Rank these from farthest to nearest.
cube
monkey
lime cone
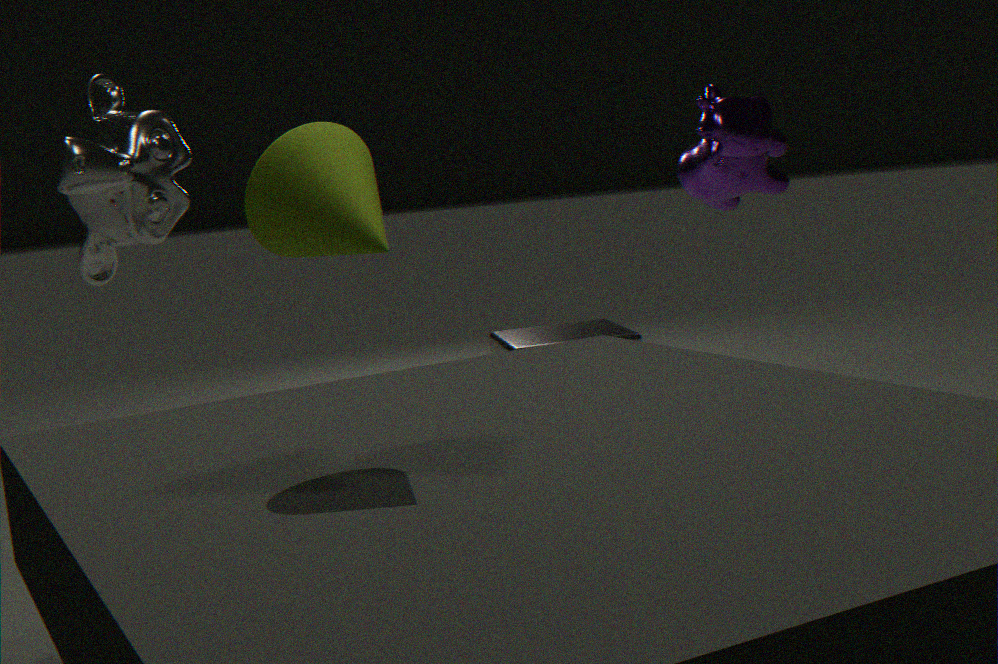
cube → monkey → lime cone
